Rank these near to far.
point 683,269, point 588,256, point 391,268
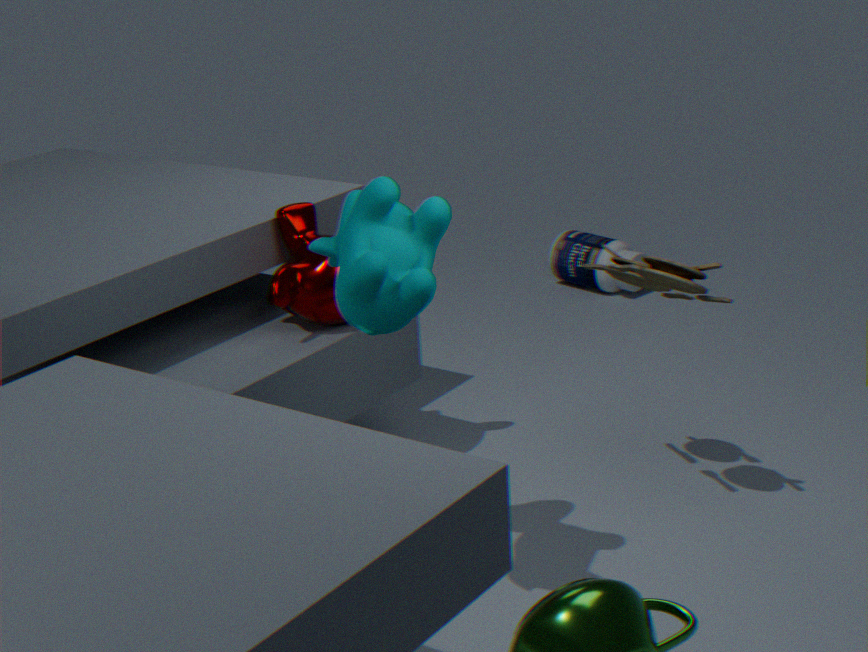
point 391,268 → point 683,269 → point 588,256
